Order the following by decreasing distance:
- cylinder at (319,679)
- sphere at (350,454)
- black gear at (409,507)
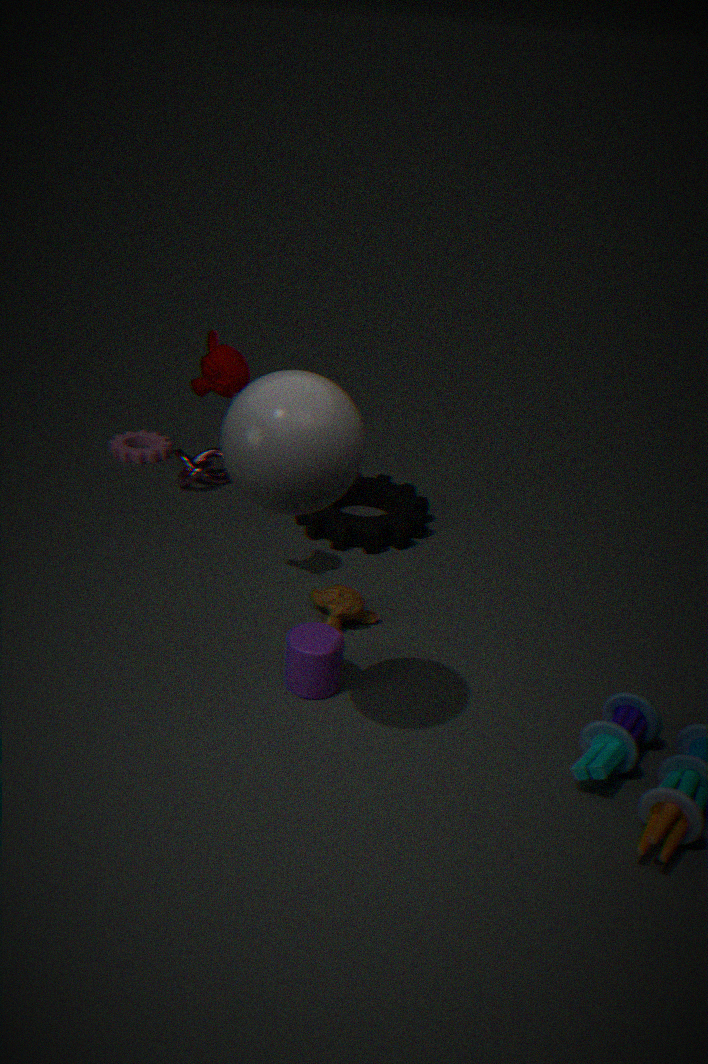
black gear at (409,507) → cylinder at (319,679) → sphere at (350,454)
